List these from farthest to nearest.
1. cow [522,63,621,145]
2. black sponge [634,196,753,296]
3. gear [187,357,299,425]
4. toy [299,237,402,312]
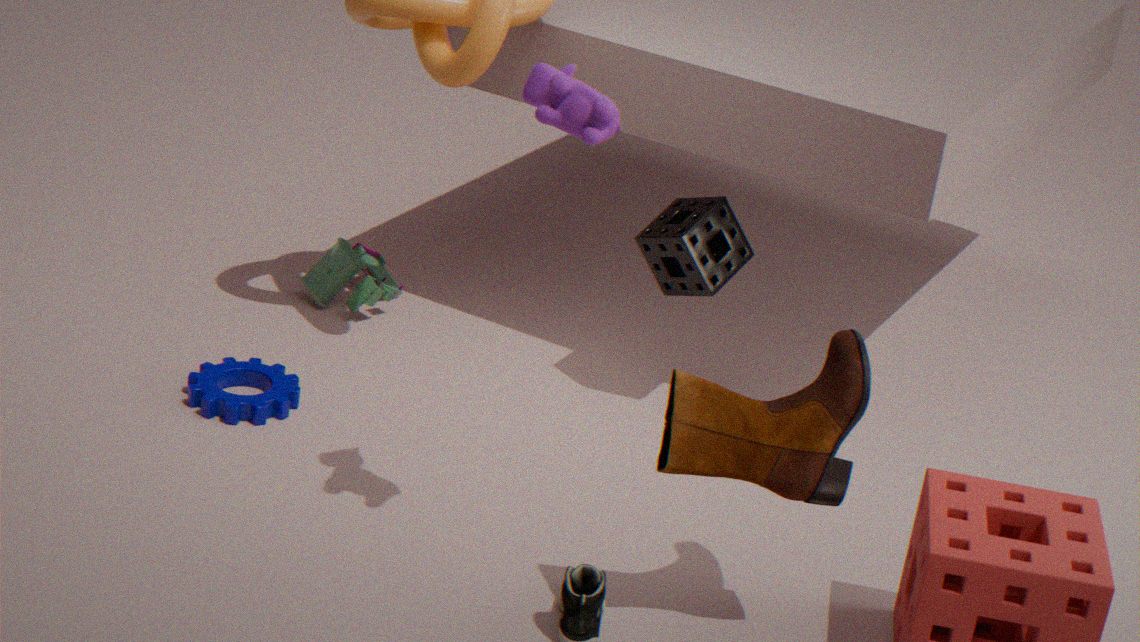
toy [299,237,402,312]
black sponge [634,196,753,296]
gear [187,357,299,425]
cow [522,63,621,145]
